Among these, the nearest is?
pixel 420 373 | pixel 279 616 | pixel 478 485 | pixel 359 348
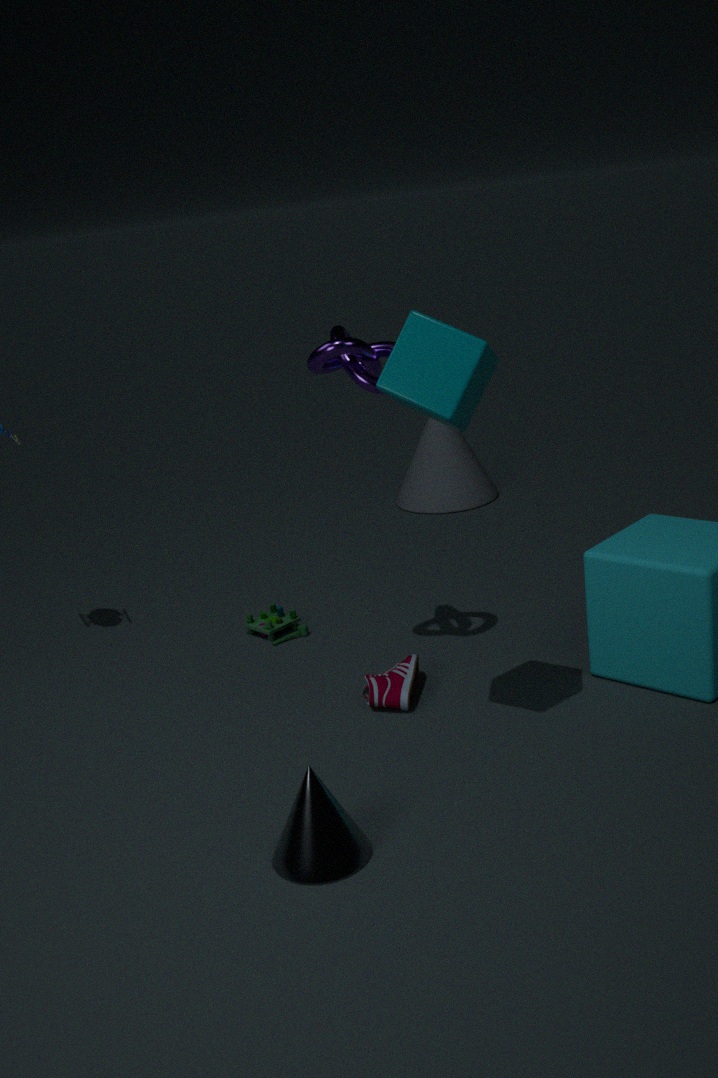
pixel 420 373
